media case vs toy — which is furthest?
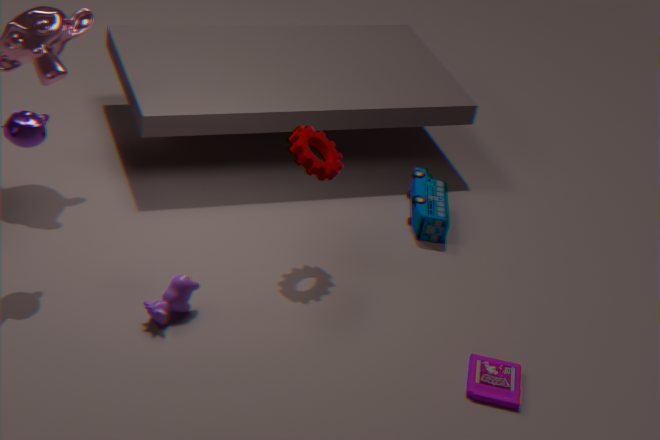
toy
